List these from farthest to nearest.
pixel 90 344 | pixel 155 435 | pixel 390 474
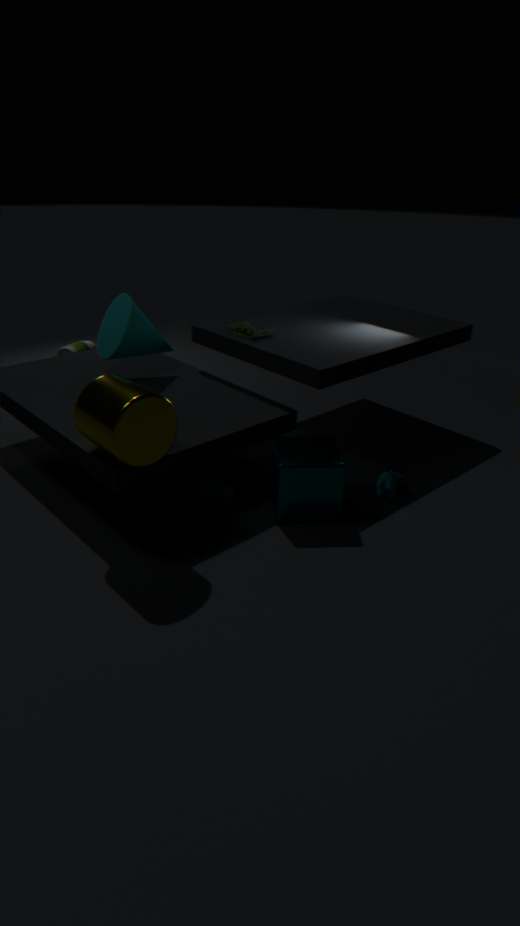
pixel 90 344
pixel 390 474
pixel 155 435
